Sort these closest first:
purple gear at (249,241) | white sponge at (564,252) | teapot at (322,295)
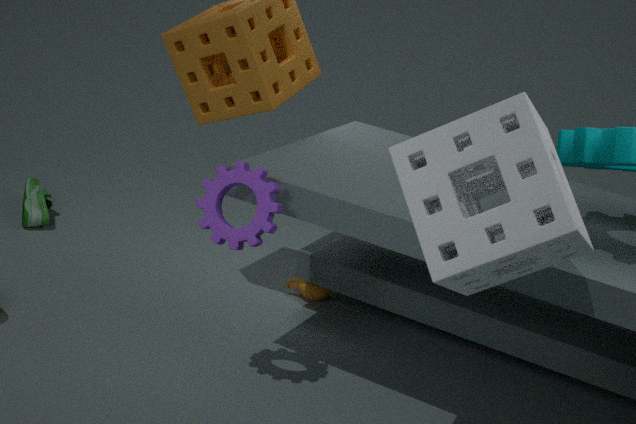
1. white sponge at (564,252)
2. purple gear at (249,241)
3. teapot at (322,295)
